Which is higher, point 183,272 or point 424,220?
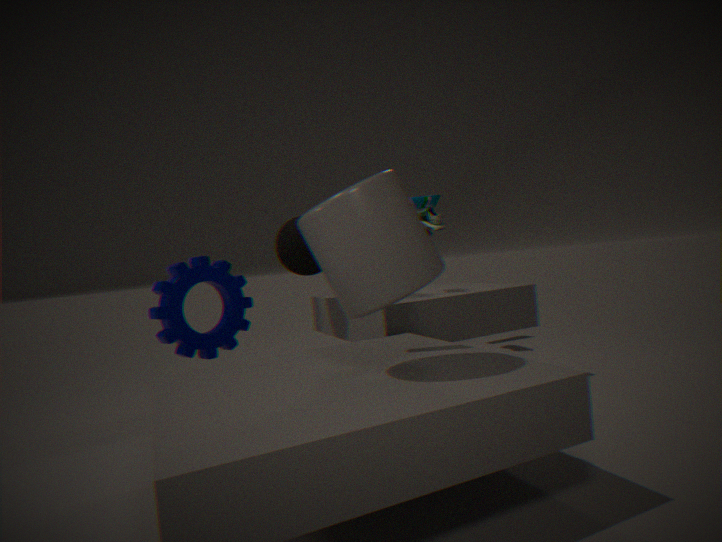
point 424,220
